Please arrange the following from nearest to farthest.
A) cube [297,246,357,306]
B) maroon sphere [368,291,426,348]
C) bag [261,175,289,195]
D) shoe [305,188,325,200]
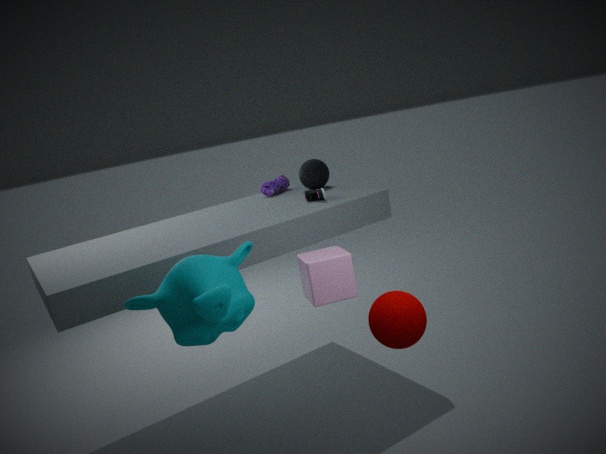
maroon sphere [368,291,426,348] < cube [297,246,357,306] < shoe [305,188,325,200] < bag [261,175,289,195]
